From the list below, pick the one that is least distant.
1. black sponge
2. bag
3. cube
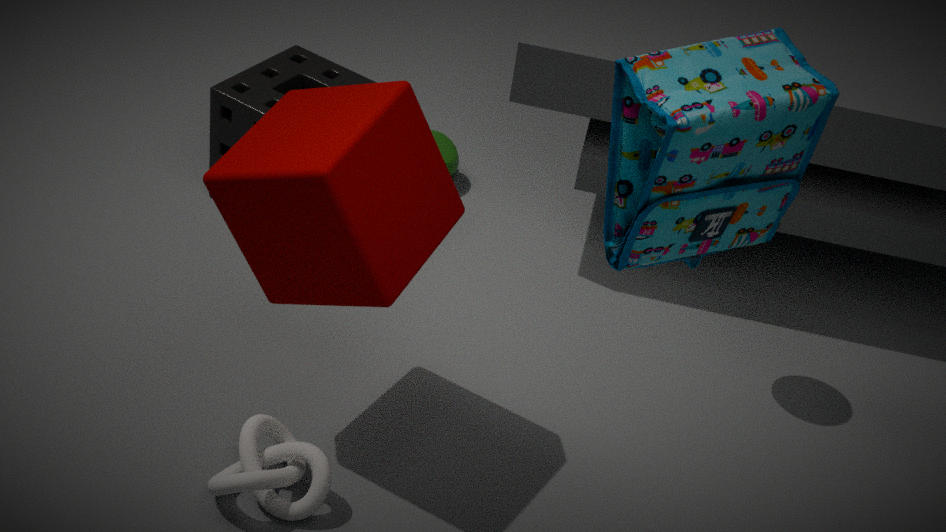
bag
